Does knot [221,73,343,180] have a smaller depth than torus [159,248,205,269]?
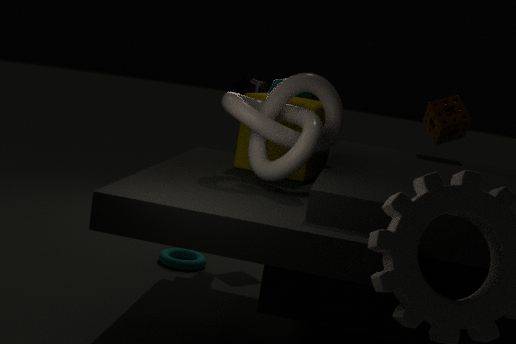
Yes
